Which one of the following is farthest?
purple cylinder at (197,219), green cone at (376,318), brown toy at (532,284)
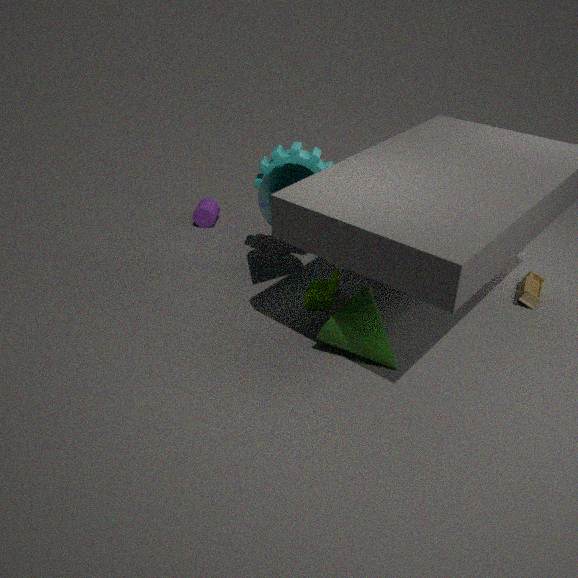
purple cylinder at (197,219)
